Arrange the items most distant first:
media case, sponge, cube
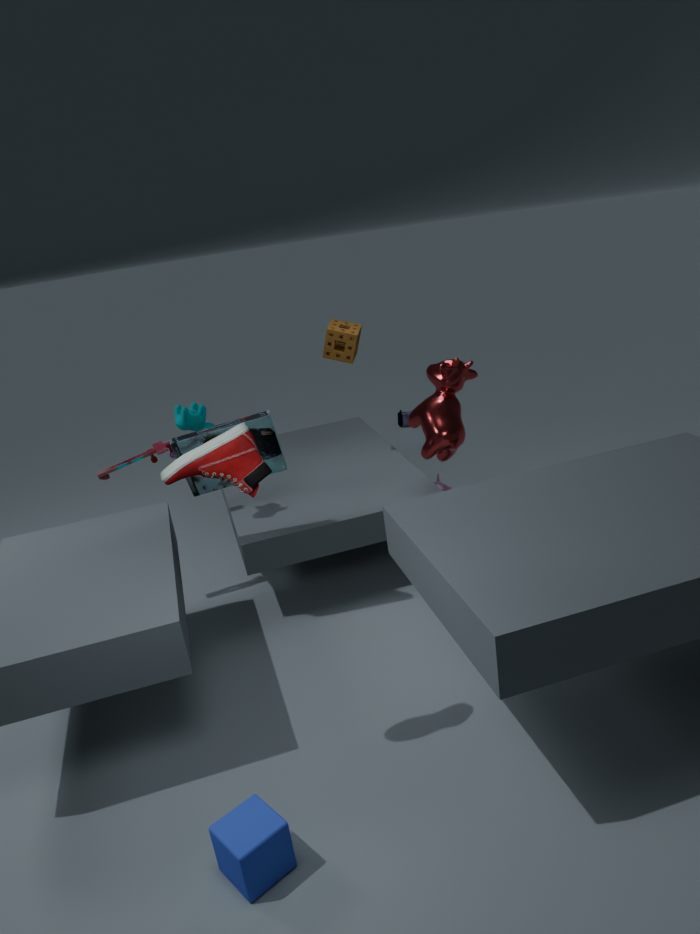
sponge < media case < cube
